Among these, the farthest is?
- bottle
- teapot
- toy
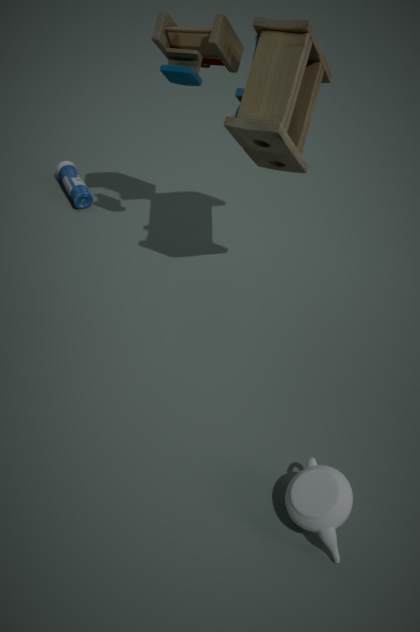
bottle
